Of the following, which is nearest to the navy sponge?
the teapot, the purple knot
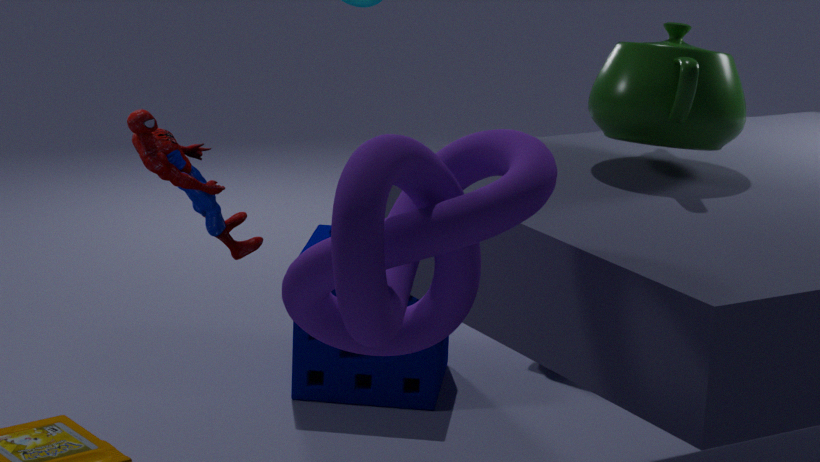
the teapot
